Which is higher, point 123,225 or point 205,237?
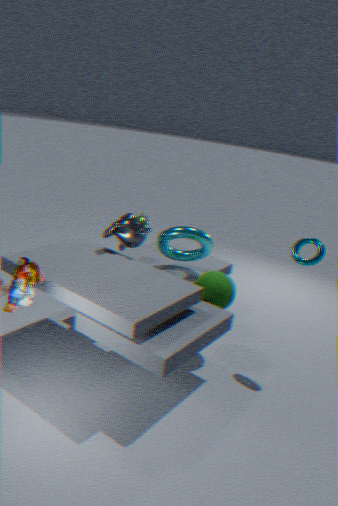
point 123,225
